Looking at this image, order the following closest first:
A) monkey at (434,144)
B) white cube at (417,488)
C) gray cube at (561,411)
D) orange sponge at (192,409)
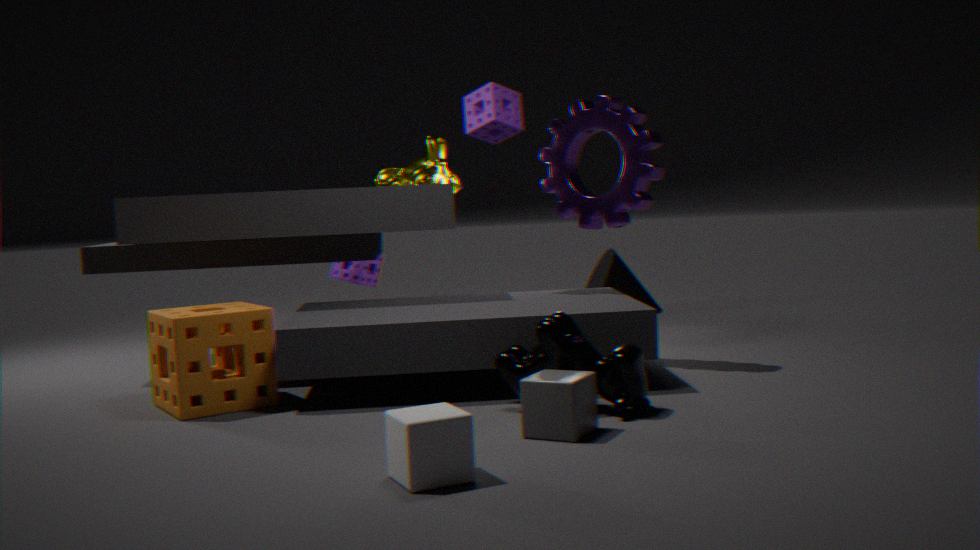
white cube at (417,488) → gray cube at (561,411) → orange sponge at (192,409) → monkey at (434,144)
